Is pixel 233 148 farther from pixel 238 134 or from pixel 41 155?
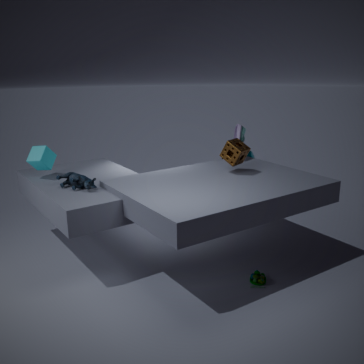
pixel 41 155
